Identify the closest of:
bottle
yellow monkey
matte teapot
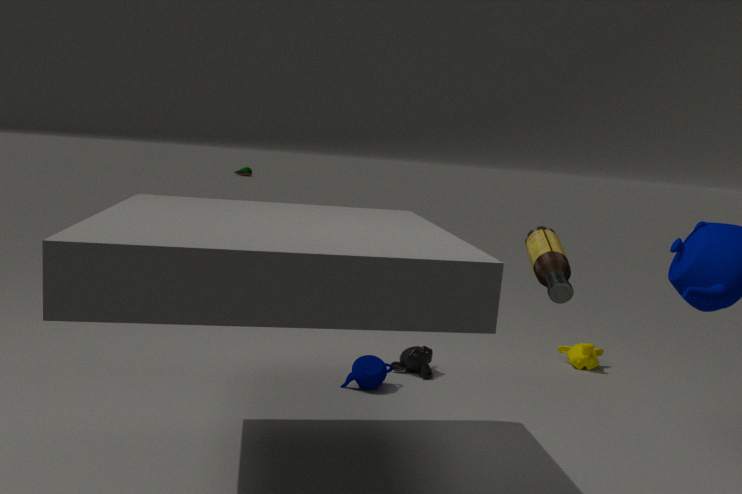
bottle
